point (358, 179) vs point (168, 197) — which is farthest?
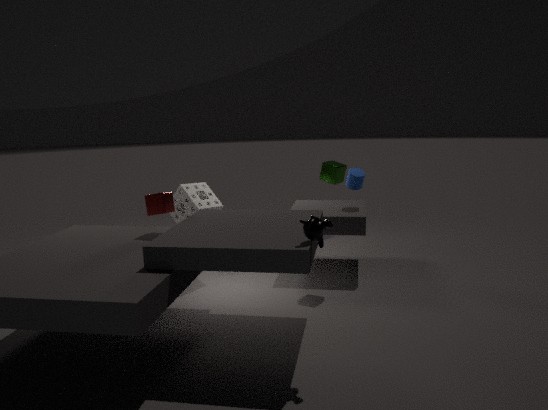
point (358, 179)
